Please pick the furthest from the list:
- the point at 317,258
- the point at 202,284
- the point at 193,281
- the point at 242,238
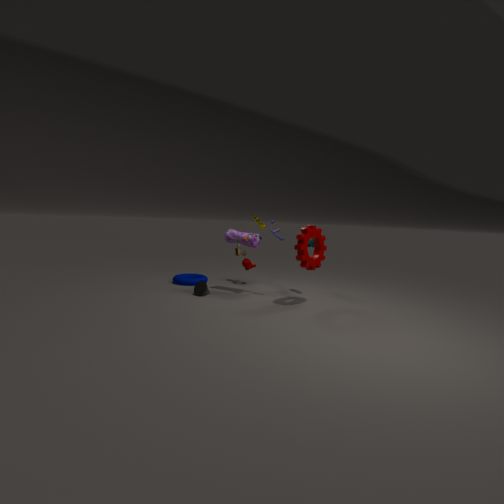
the point at 193,281
